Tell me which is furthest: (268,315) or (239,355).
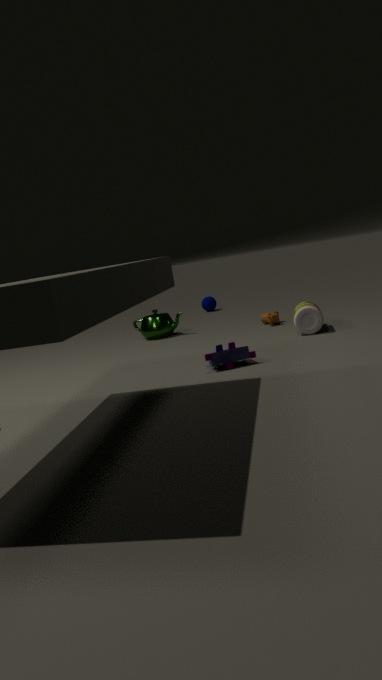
(268,315)
